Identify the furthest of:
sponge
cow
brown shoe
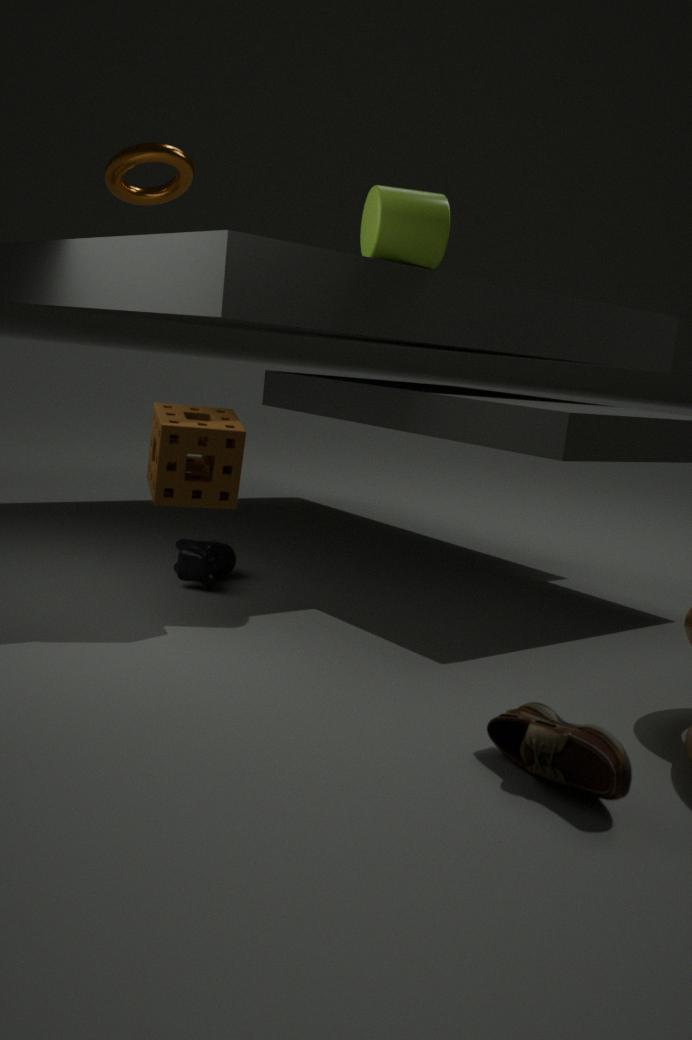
cow
